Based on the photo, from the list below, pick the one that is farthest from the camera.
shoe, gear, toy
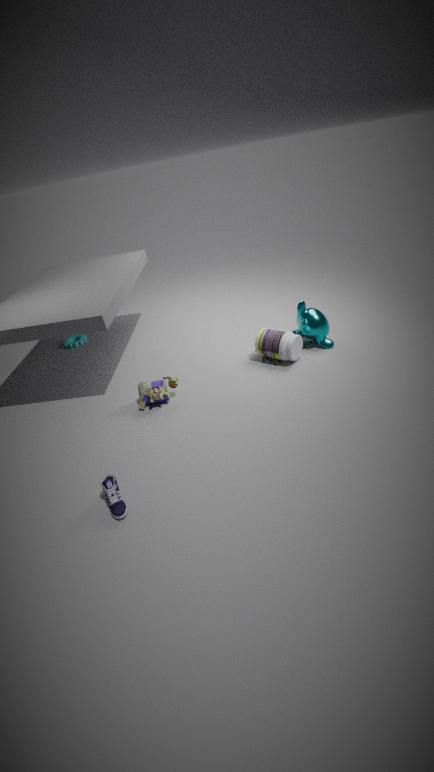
gear
